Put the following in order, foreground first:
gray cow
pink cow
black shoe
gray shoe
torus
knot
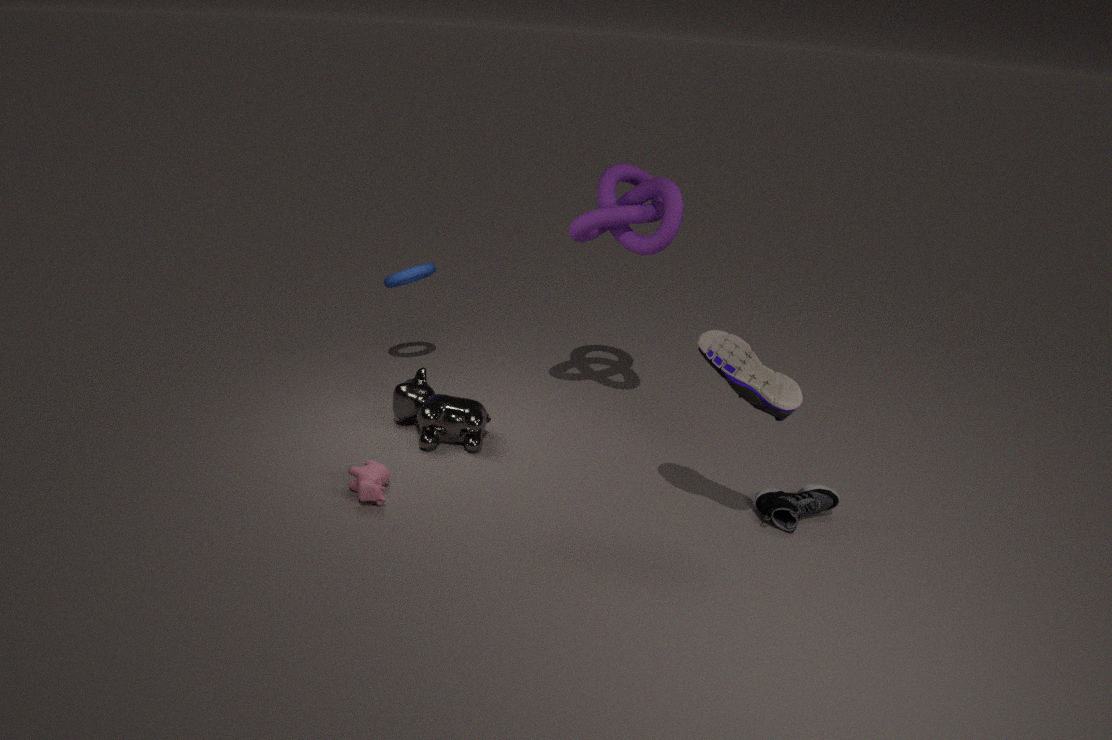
gray shoe, pink cow, black shoe, knot, gray cow, torus
